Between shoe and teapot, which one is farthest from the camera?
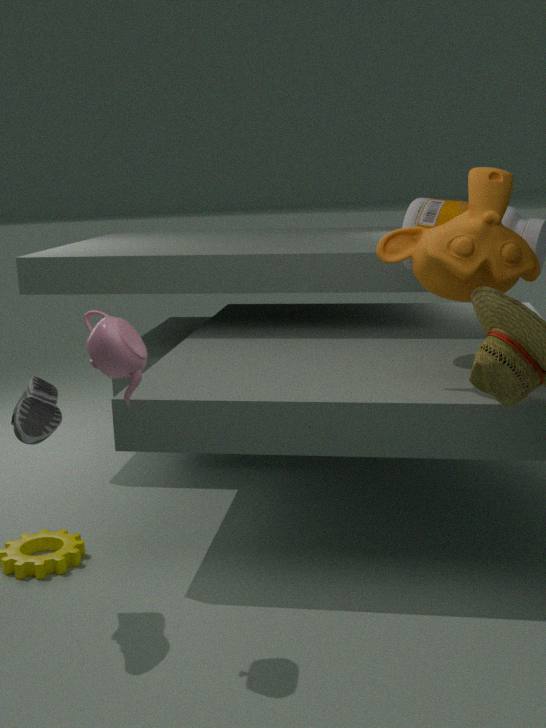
shoe
